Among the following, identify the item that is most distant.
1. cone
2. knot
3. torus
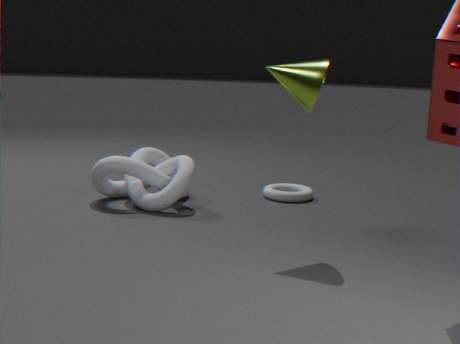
torus
